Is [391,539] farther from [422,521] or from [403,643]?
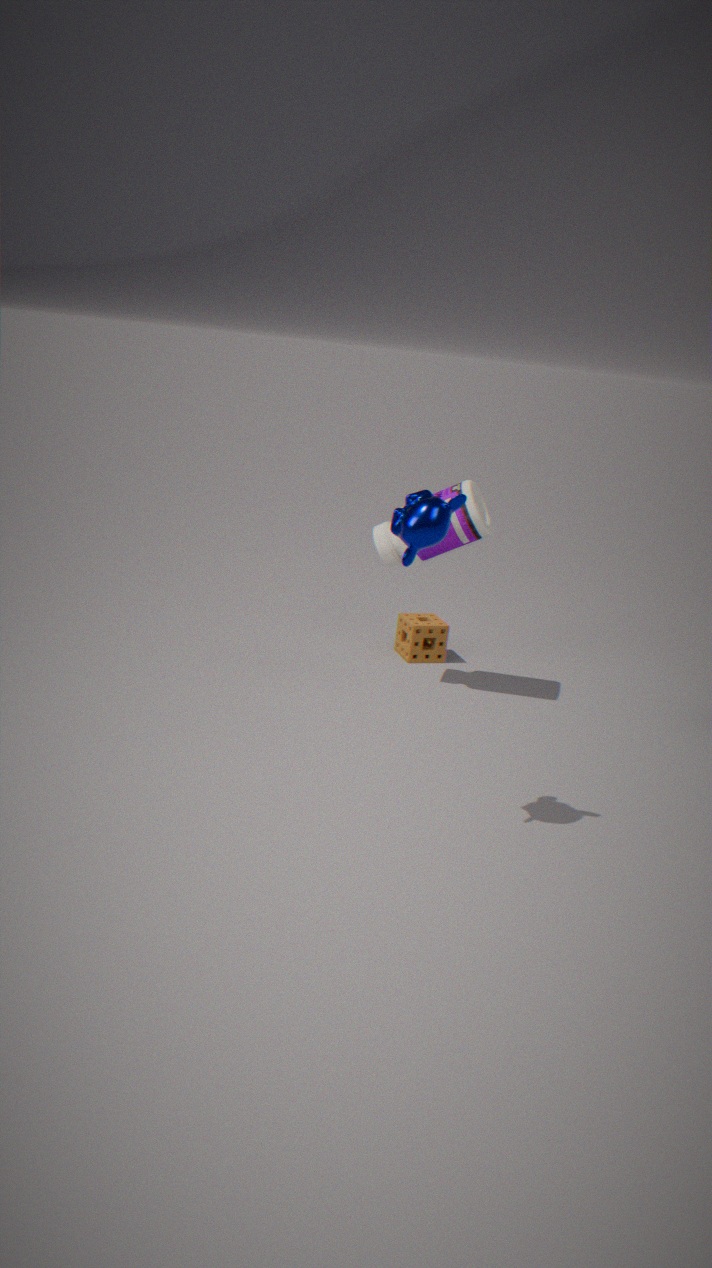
[422,521]
